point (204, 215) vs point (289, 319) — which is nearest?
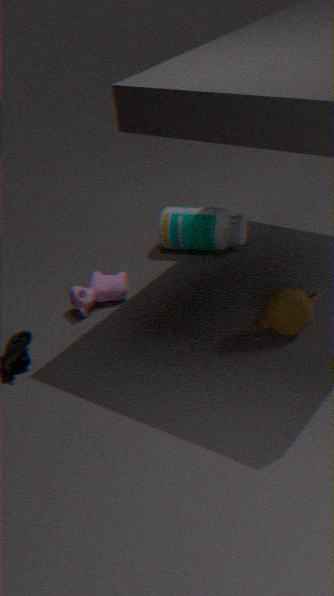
point (289, 319)
